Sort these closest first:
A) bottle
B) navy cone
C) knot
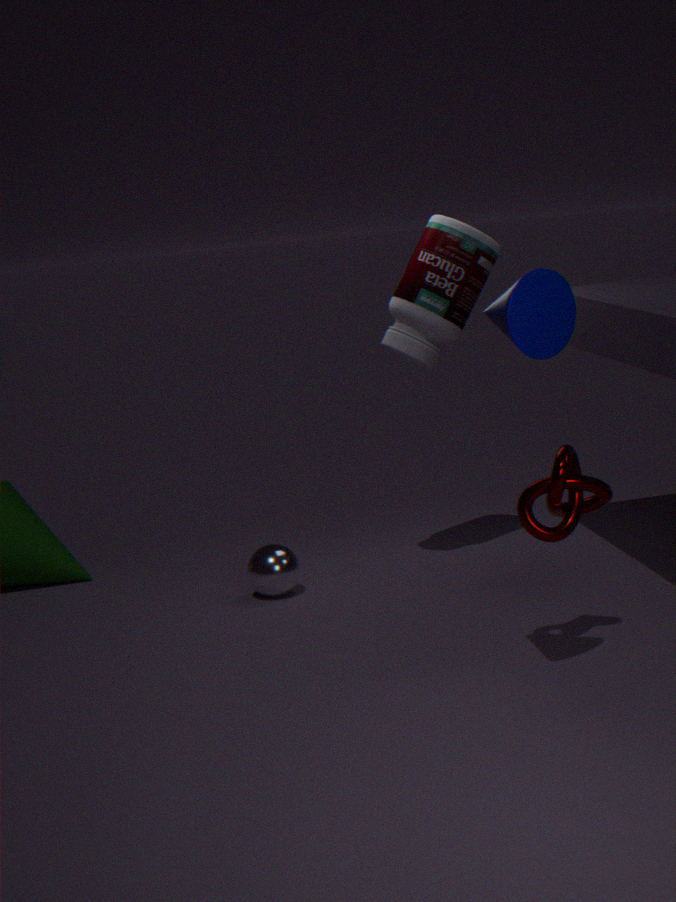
navy cone < knot < bottle
